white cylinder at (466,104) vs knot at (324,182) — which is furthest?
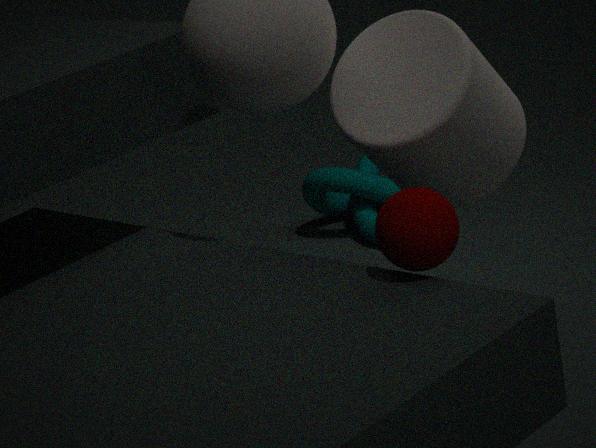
knot at (324,182)
